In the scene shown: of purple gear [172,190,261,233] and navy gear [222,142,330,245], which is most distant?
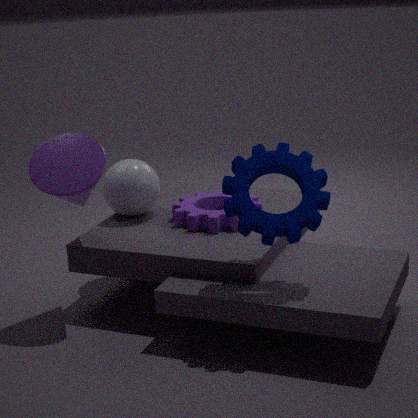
purple gear [172,190,261,233]
